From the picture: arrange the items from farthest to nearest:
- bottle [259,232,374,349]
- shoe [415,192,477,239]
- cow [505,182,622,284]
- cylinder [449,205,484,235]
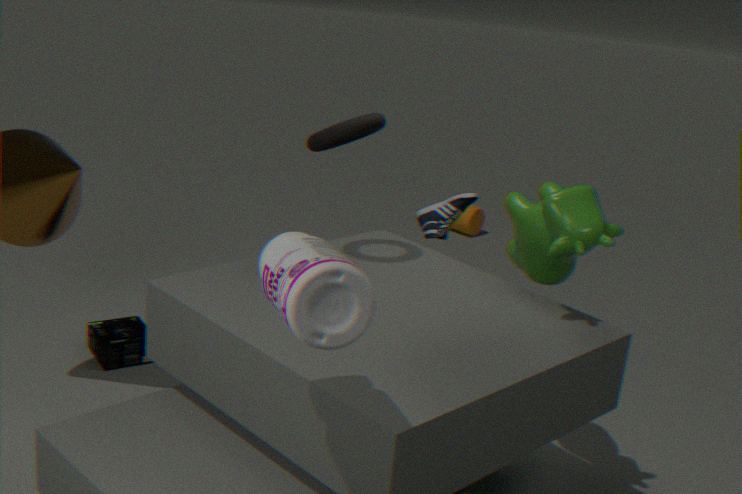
cylinder [449,205,484,235], shoe [415,192,477,239], cow [505,182,622,284], bottle [259,232,374,349]
